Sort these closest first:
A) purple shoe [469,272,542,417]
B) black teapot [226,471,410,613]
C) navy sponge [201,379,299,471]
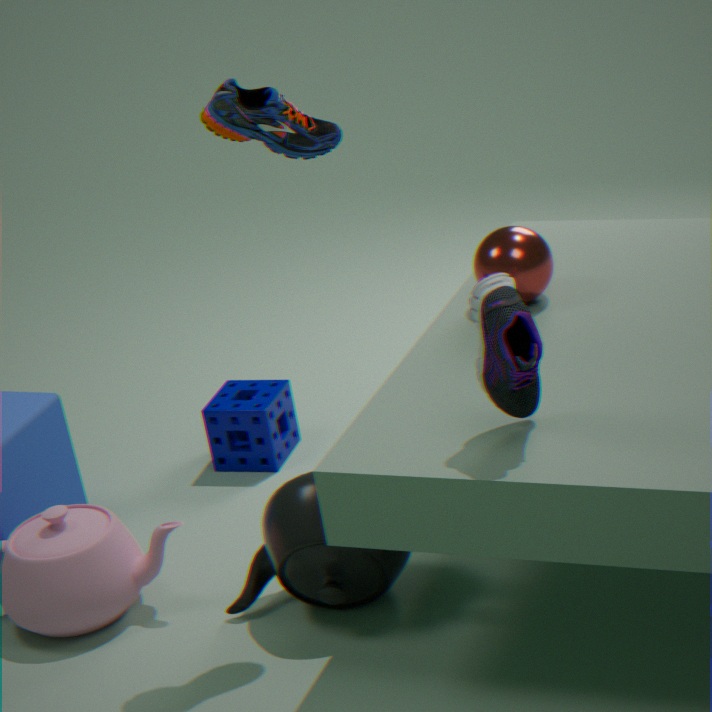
purple shoe [469,272,542,417] < black teapot [226,471,410,613] < navy sponge [201,379,299,471]
